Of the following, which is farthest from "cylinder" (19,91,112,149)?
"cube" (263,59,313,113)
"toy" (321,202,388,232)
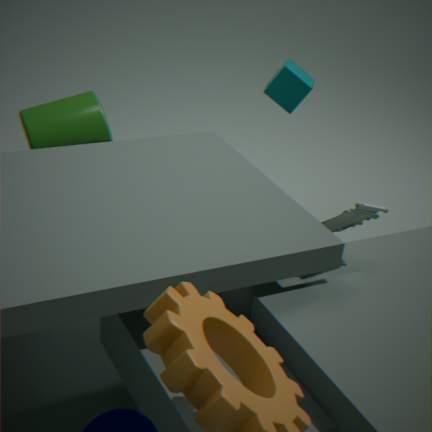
"toy" (321,202,388,232)
